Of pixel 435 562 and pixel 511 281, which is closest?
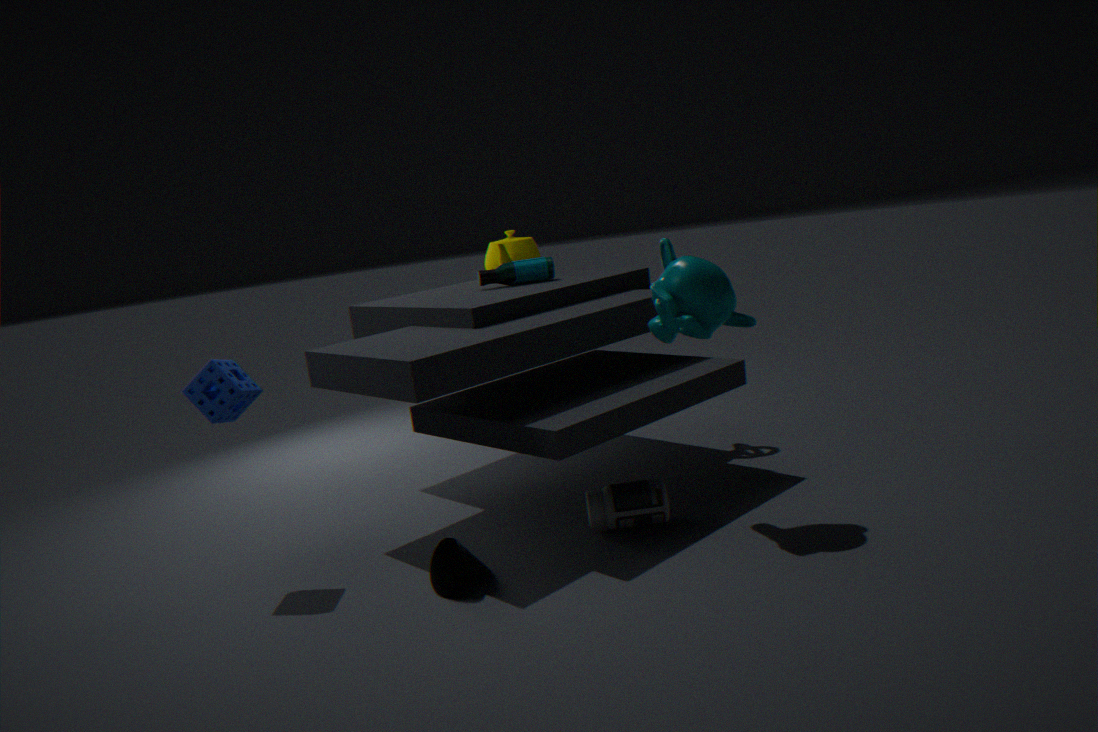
pixel 435 562
